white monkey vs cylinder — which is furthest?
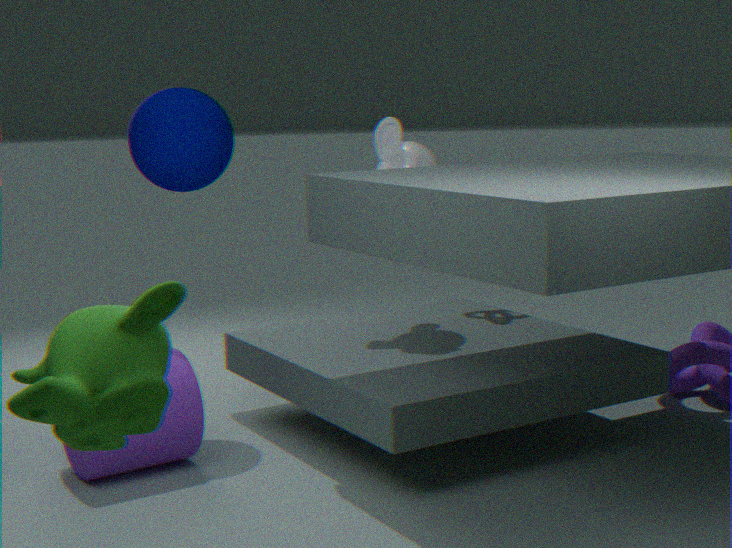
white monkey
